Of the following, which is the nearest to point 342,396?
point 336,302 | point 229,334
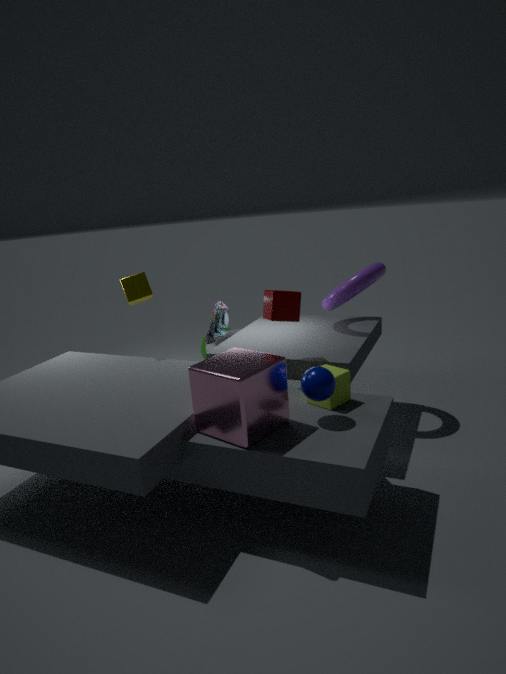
point 336,302
